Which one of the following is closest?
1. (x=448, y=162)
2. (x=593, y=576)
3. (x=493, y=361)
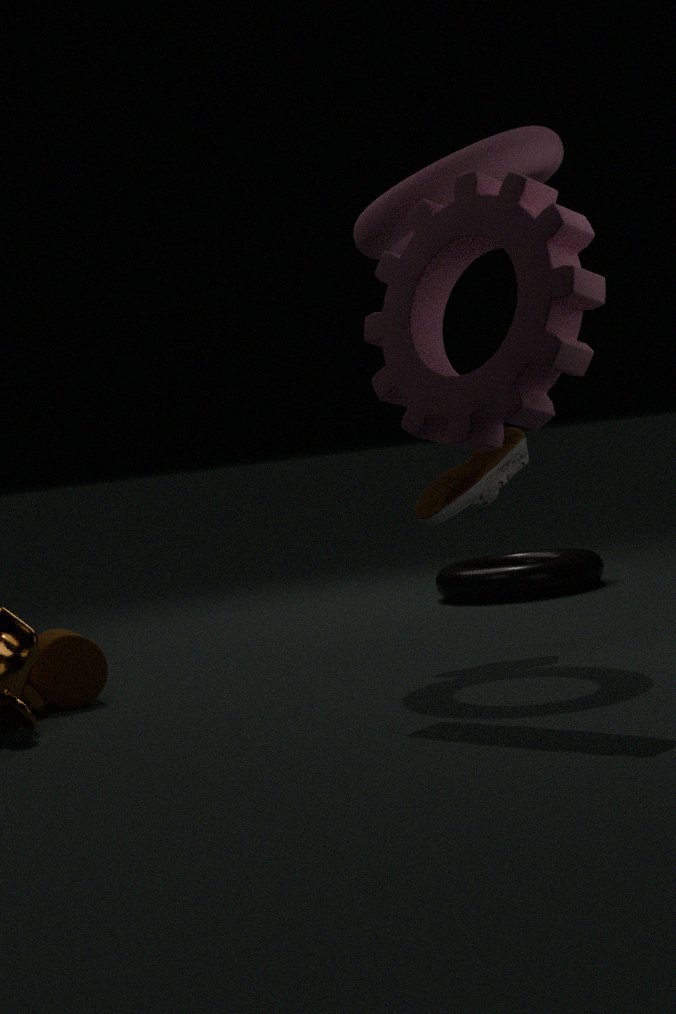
(x=493, y=361)
